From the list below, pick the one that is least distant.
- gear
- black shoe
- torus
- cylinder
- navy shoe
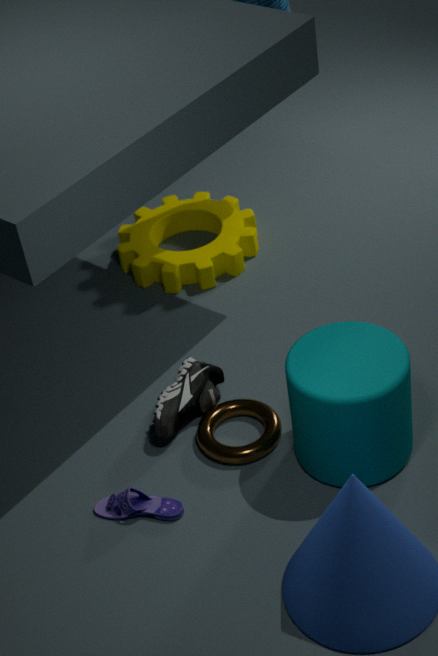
cylinder
